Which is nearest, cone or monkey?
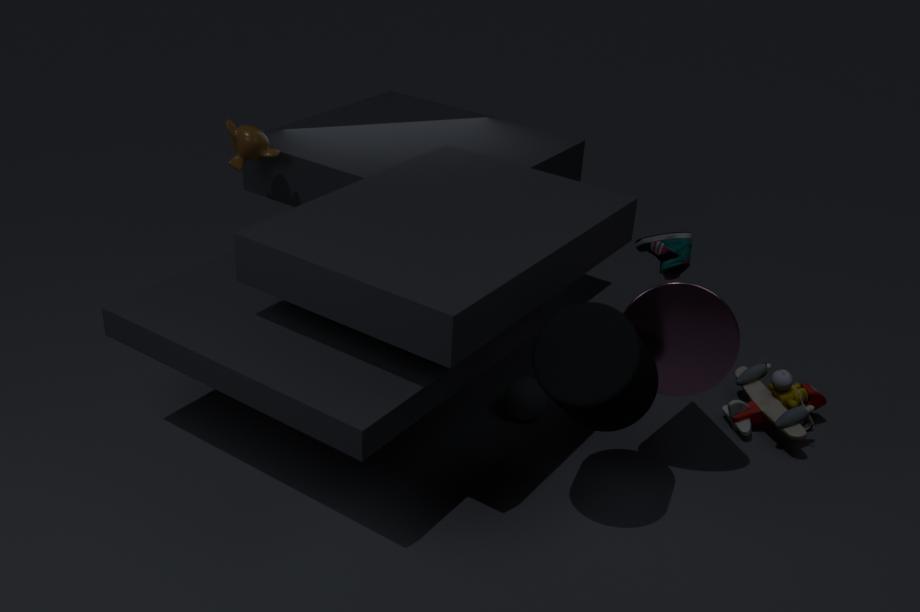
cone
